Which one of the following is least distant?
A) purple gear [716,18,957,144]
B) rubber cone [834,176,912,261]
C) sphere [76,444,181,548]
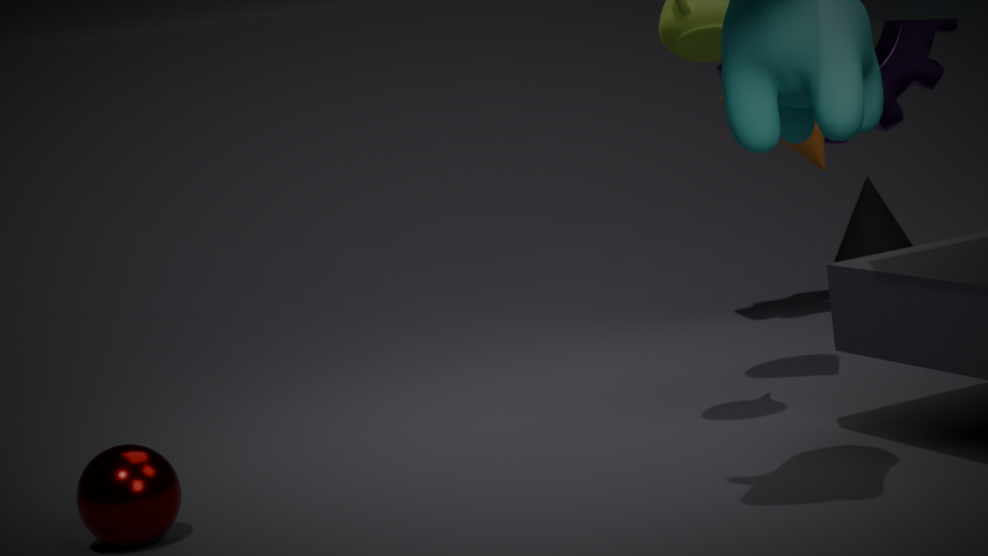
sphere [76,444,181,548]
